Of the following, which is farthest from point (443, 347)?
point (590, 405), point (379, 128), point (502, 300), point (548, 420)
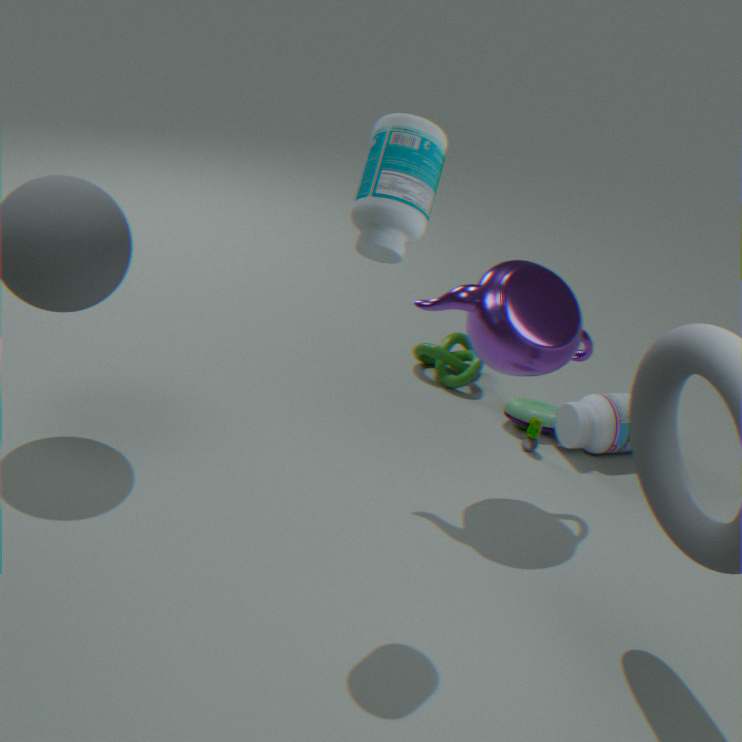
point (379, 128)
